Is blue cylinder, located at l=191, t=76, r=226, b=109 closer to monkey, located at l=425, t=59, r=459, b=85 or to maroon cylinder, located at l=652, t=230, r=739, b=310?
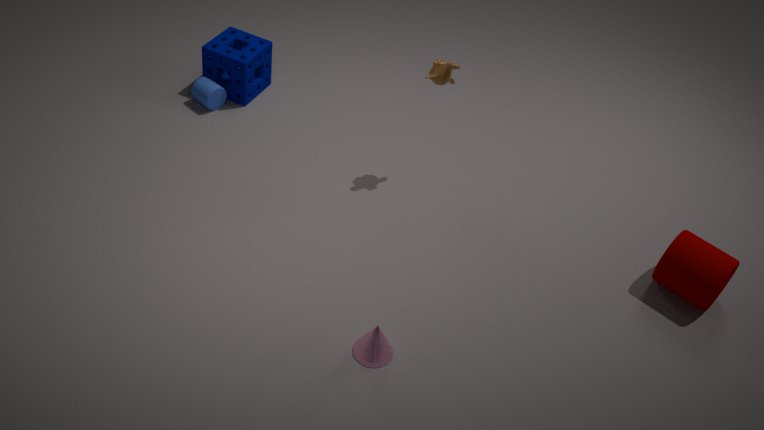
monkey, located at l=425, t=59, r=459, b=85
